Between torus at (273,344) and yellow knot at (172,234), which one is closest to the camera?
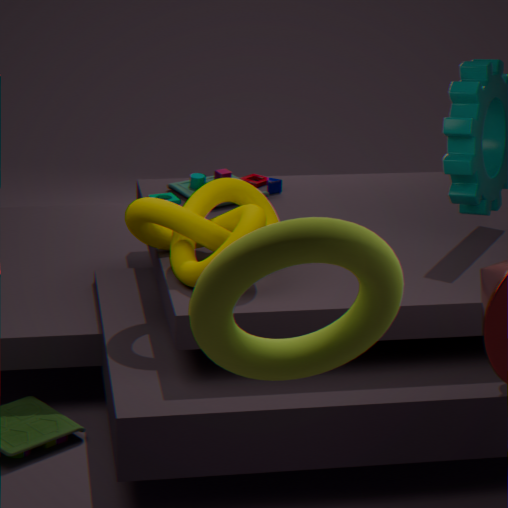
torus at (273,344)
